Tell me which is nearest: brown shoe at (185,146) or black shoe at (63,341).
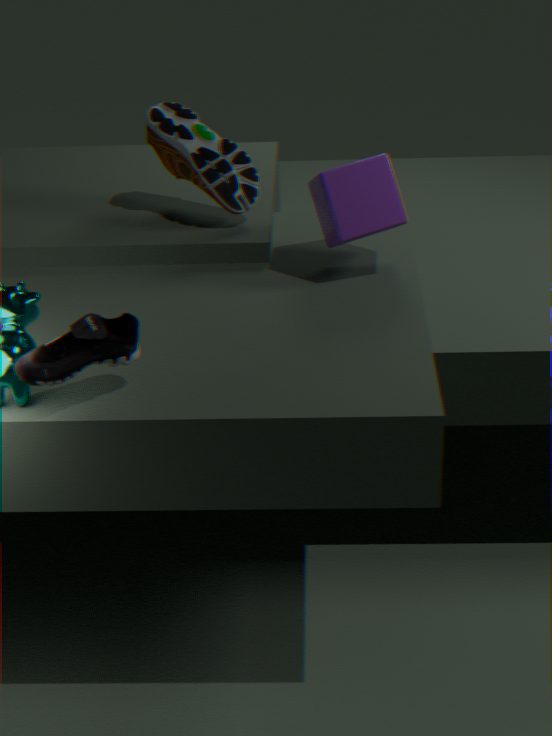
black shoe at (63,341)
